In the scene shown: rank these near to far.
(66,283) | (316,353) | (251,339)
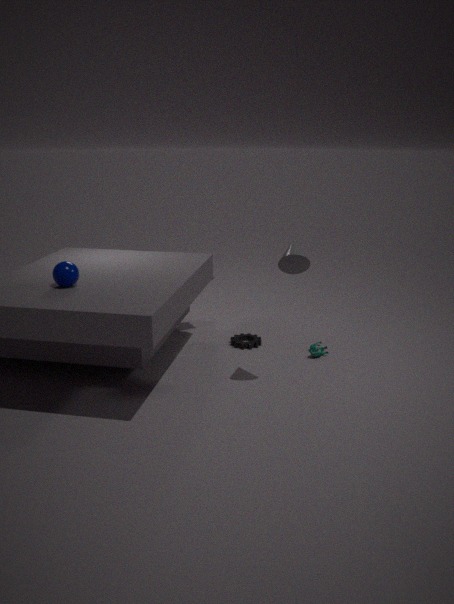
1. (66,283)
2. (316,353)
3. (251,339)
